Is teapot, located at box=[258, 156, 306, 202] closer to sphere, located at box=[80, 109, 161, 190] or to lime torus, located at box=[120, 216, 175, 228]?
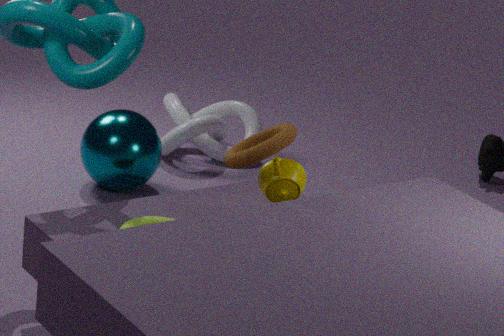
lime torus, located at box=[120, 216, 175, 228]
